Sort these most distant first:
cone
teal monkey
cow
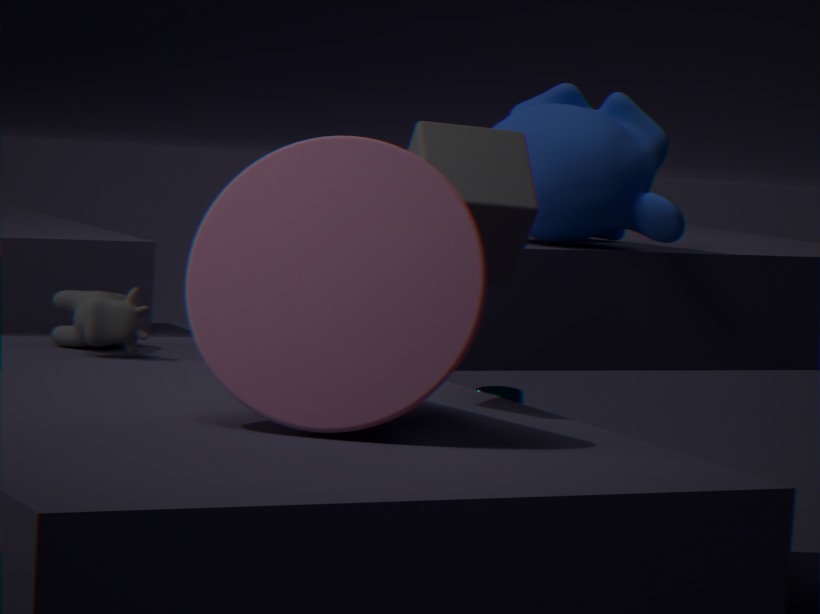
teal monkey < cow < cone
